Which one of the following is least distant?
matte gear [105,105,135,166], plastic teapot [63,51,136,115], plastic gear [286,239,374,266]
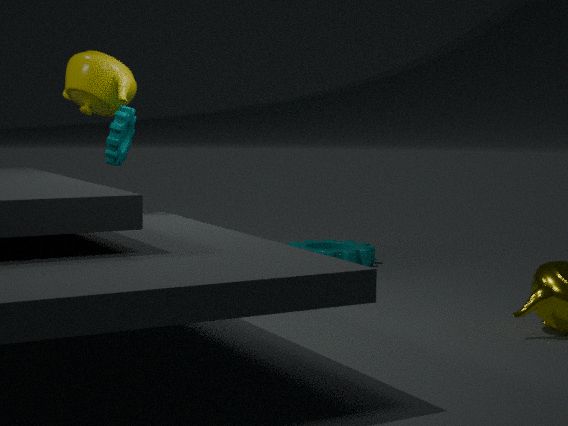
matte gear [105,105,135,166]
